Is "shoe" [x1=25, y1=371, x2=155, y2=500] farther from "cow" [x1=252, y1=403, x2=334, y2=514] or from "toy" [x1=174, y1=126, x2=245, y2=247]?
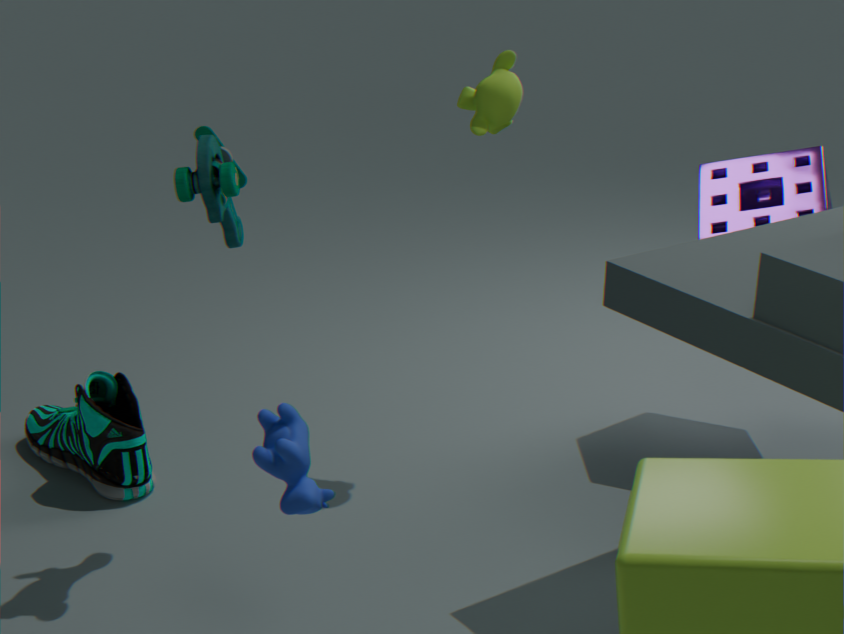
"cow" [x1=252, y1=403, x2=334, y2=514]
